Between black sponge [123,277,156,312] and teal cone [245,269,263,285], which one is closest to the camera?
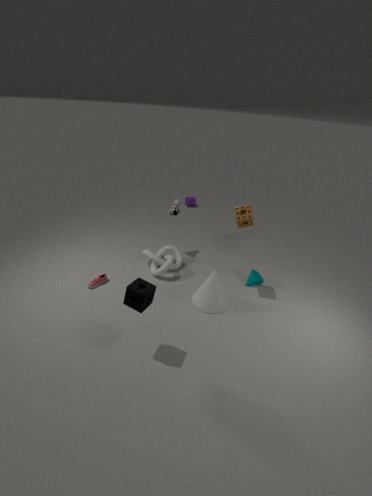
black sponge [123,277,156,312]
